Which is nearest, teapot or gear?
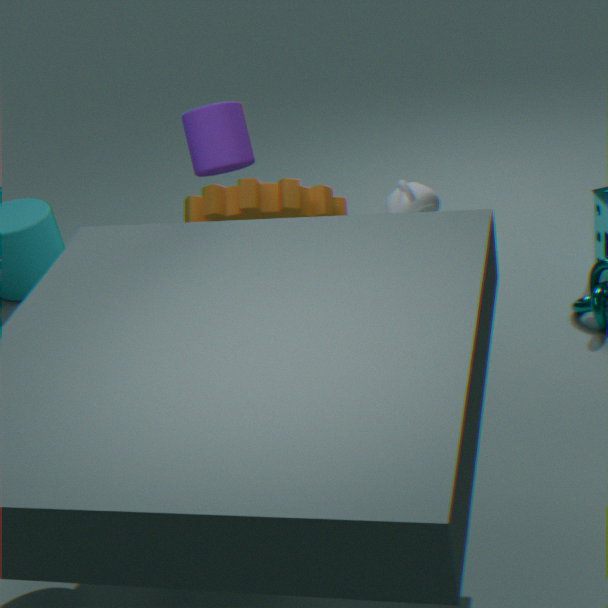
teapot
